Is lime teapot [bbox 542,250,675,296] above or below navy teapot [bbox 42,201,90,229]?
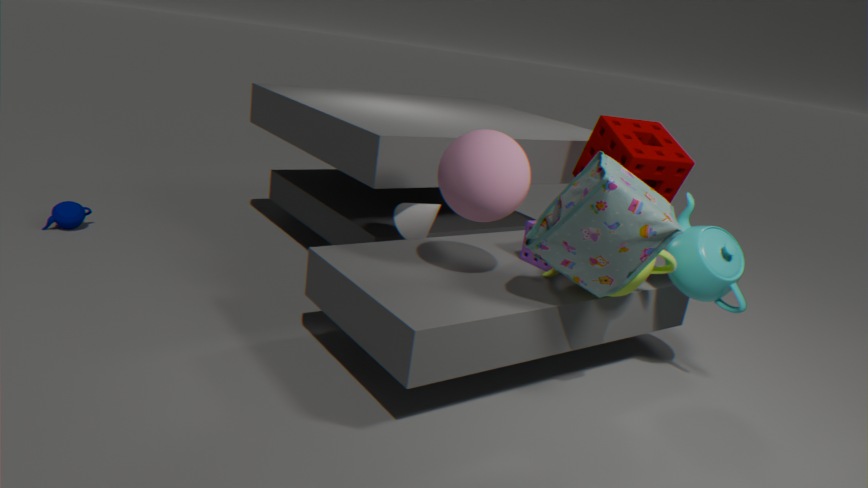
above
